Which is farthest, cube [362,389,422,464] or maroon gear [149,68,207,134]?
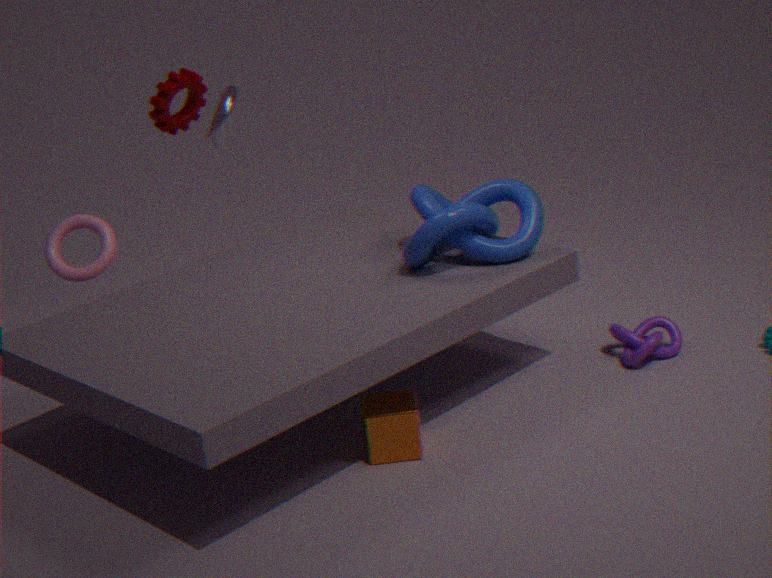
maroon gear [149,68,207,134]
